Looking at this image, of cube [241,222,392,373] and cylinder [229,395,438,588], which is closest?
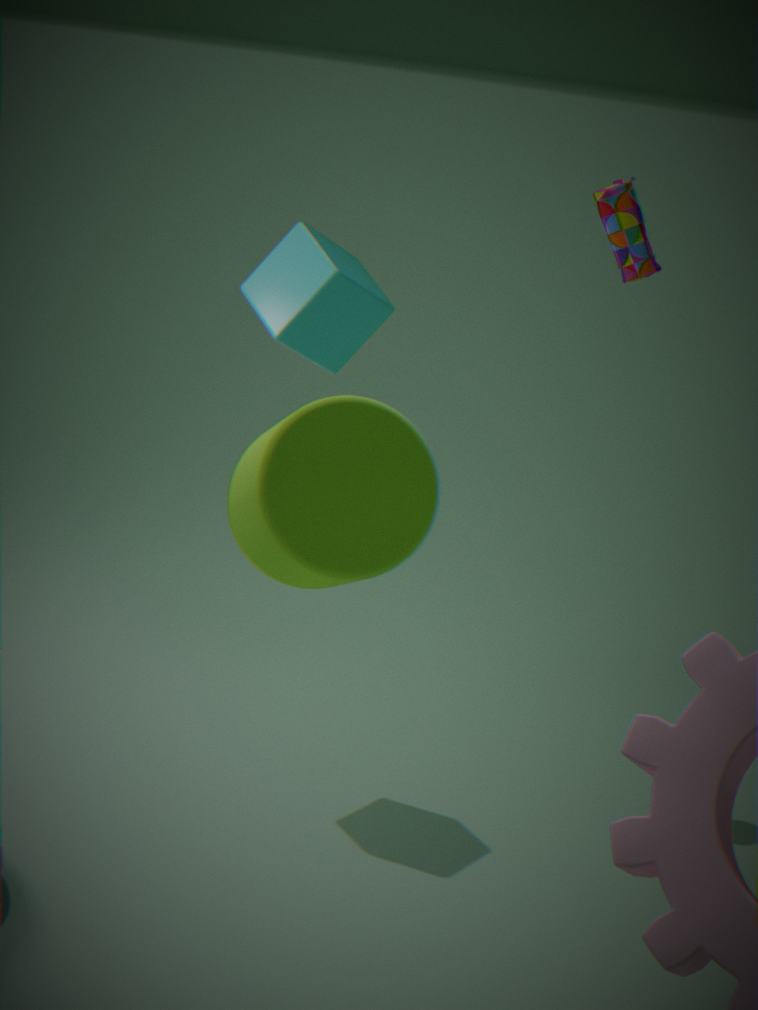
cylinder [229,395,438,588]
